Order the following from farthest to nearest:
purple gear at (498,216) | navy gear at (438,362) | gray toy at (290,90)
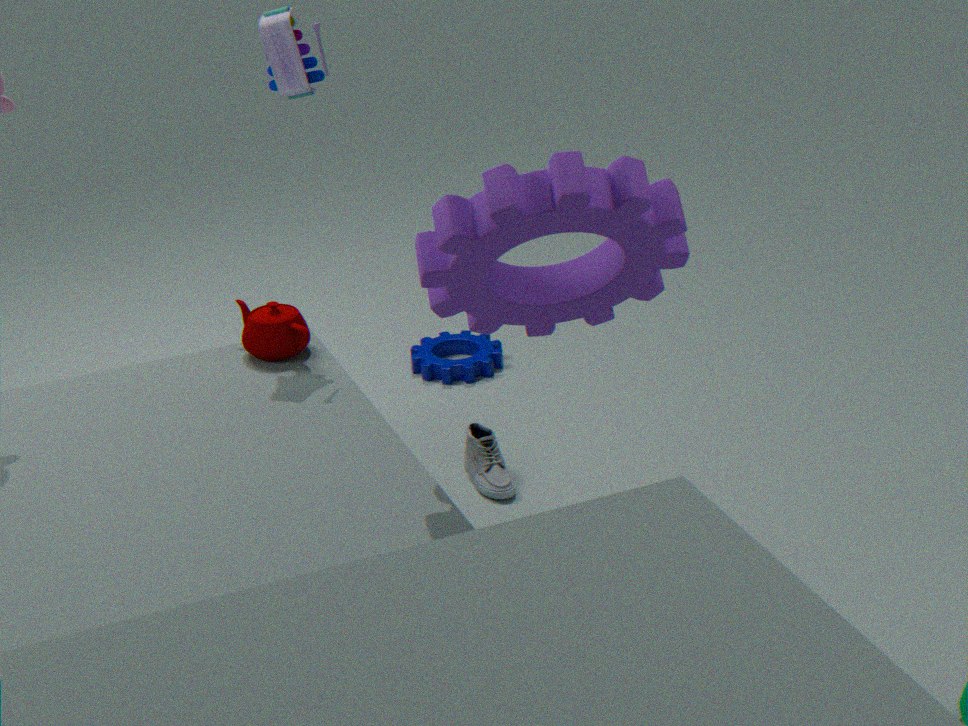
navy gear at (438,362), gray toy at (290,90), purple gear at (498,216)
